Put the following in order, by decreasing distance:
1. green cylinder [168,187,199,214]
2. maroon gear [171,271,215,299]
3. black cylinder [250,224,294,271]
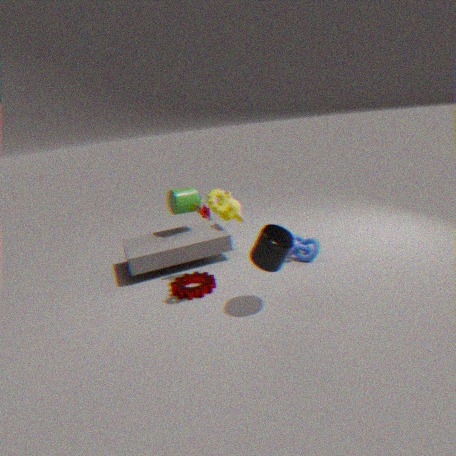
1. green cylinder [168,187,199,214]
2. maroon gear [171,271,215,299]
3. black cylinder [250,224,294,271]
